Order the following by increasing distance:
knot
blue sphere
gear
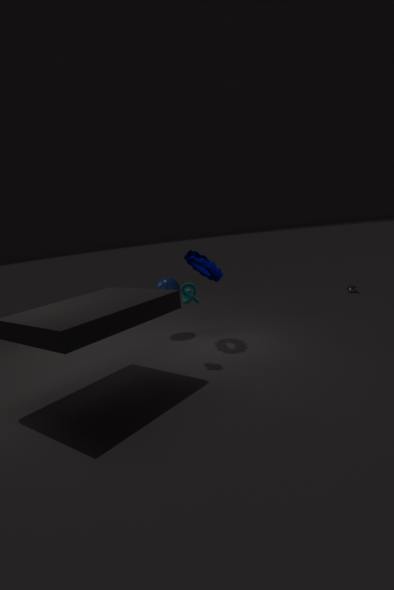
knot < gear < blue sphere
